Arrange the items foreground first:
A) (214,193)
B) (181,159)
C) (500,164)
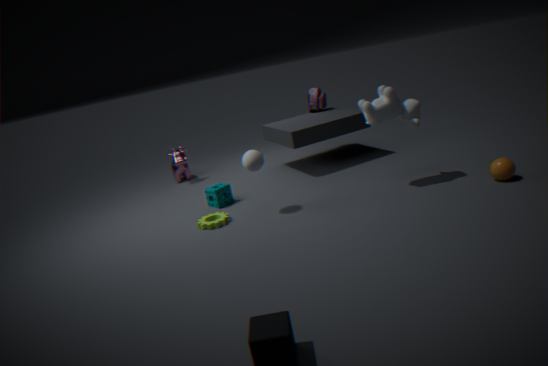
1. (500,164)
2. (214,193)
3. (181,159)
